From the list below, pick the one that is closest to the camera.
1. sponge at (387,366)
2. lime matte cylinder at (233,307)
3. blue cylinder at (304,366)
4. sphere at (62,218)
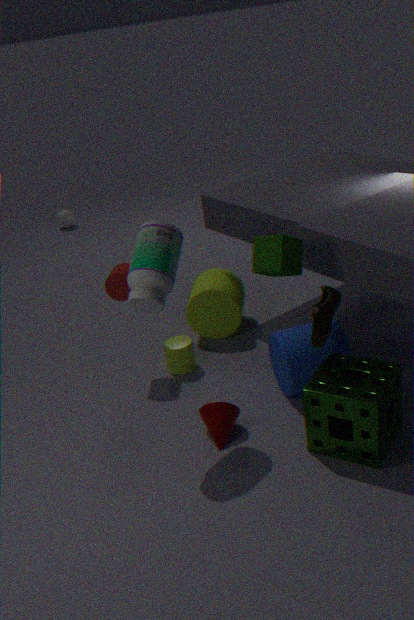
sponge at (387,366)
